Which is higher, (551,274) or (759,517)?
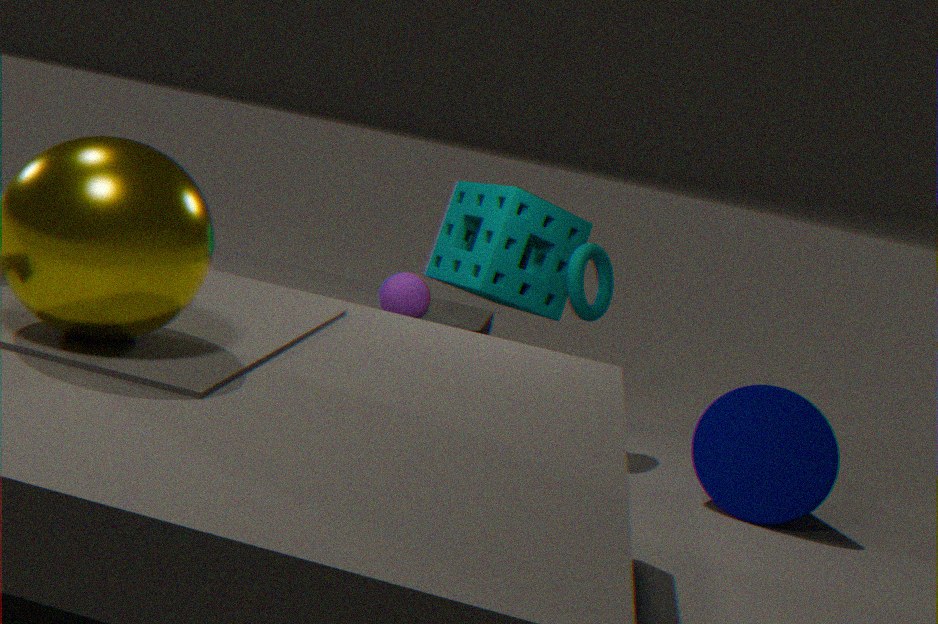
(551,274)
